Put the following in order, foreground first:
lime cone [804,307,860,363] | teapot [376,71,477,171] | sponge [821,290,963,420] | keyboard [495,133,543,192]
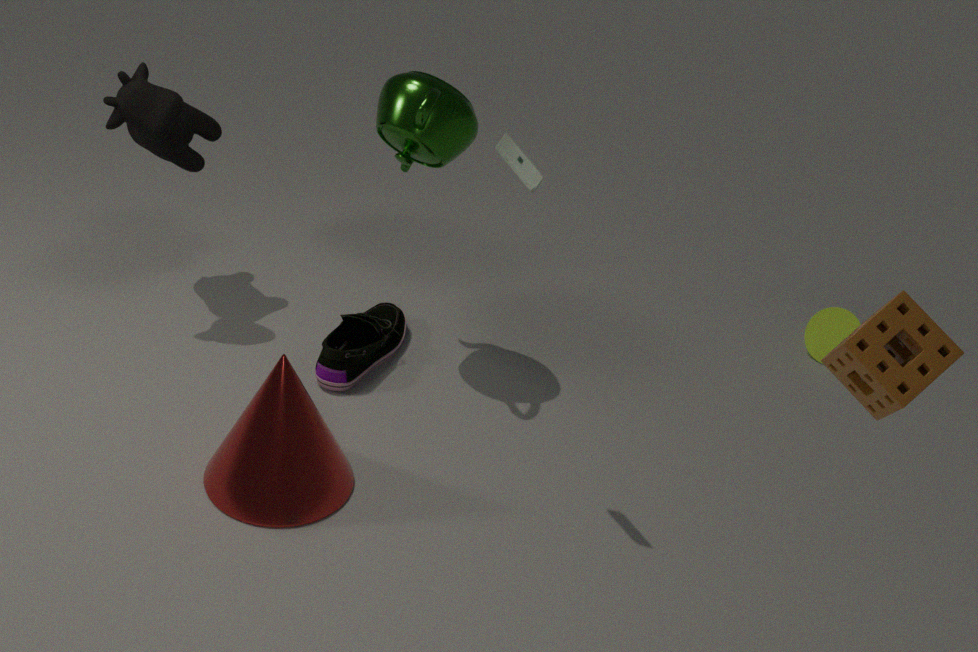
sponge [821,290,963,420]
keyboard [495,133,543,192]
teapot [376,71,477,171]
lime cone [804,307,860,363]
